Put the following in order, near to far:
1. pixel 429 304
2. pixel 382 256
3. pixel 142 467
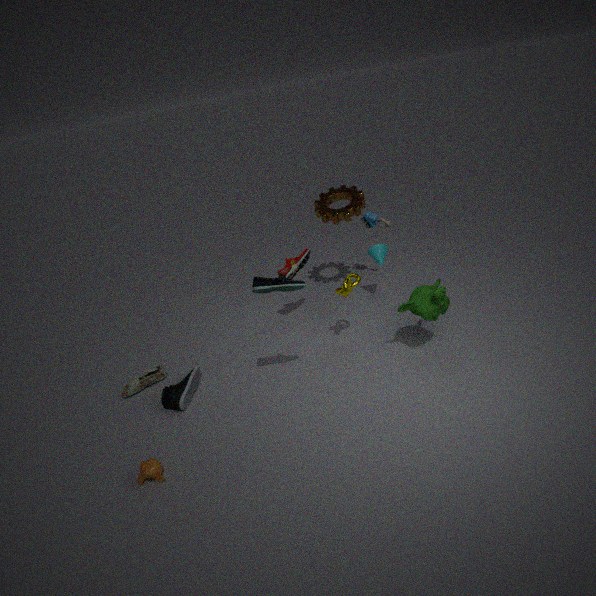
pixel 142 467, pixel 429 304, pixel 382 256
